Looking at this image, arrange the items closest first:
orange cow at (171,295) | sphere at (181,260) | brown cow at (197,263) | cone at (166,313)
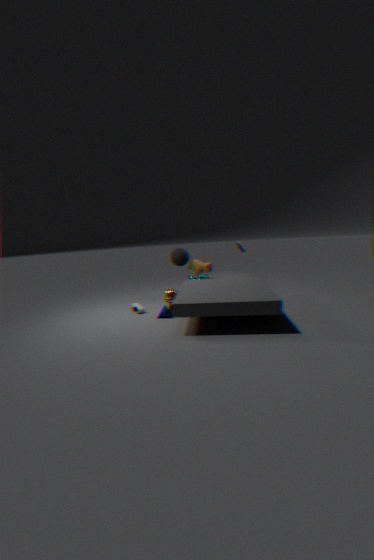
orange cow at (171,295) → cone at (166,313) → brown cow at (197,263) → sphere at (181,260)
